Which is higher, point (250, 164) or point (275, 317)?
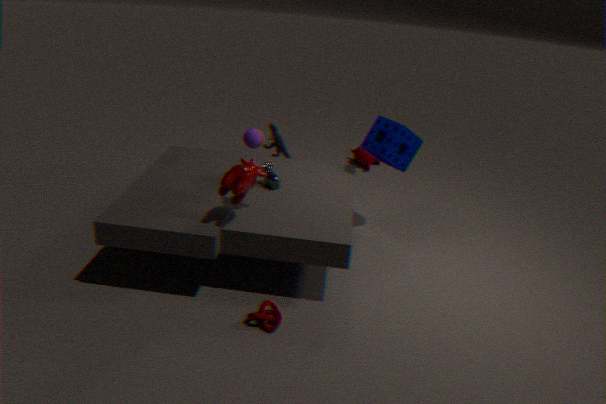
point (250, 164)
